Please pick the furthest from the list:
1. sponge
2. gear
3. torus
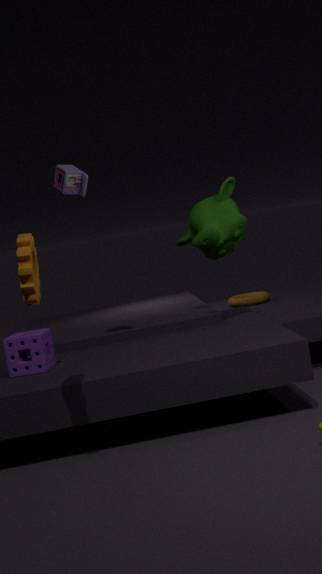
torus
